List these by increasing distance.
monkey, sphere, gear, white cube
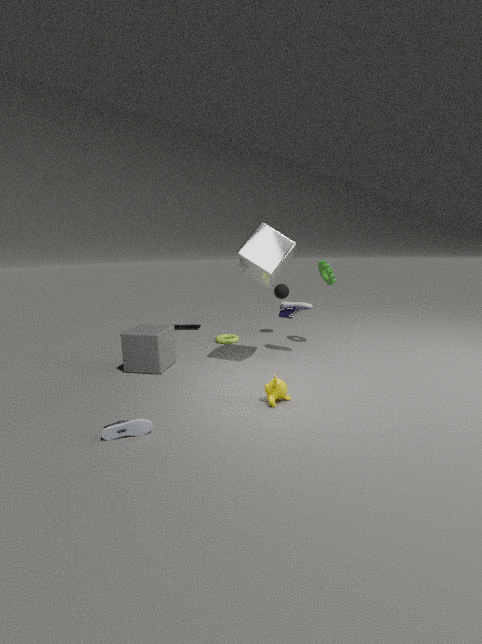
monkey, white cube, gear, sphere
